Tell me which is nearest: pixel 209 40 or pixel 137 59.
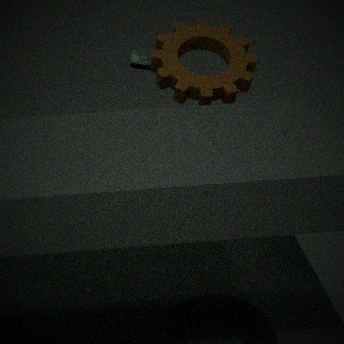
pixel 209 40
